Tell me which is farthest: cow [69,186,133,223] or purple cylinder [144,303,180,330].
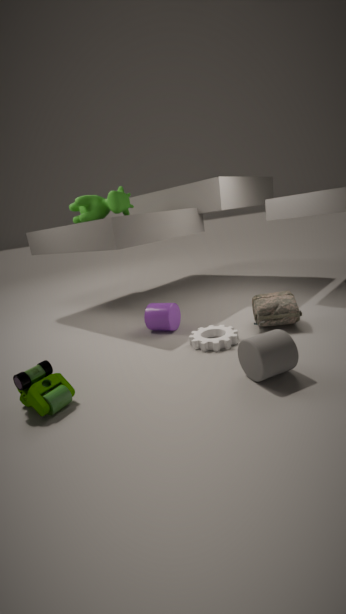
cow [69,186,133,223]
